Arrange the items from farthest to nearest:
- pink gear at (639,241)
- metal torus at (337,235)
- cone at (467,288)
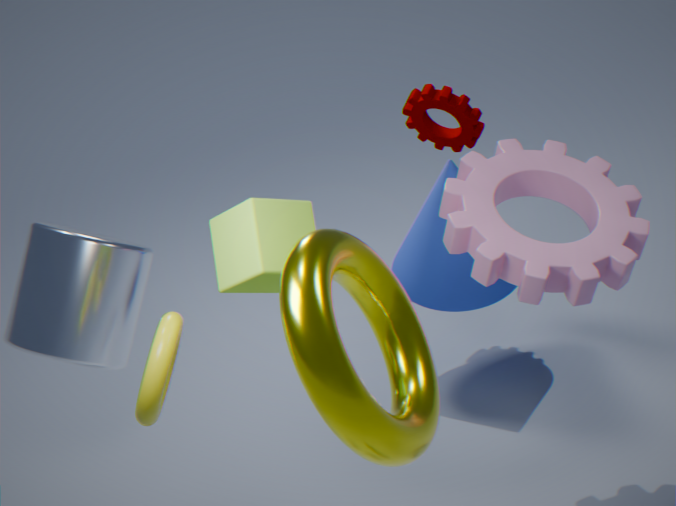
cone at (467,288), pink gear at (639,241), metal torus at (337,235)
